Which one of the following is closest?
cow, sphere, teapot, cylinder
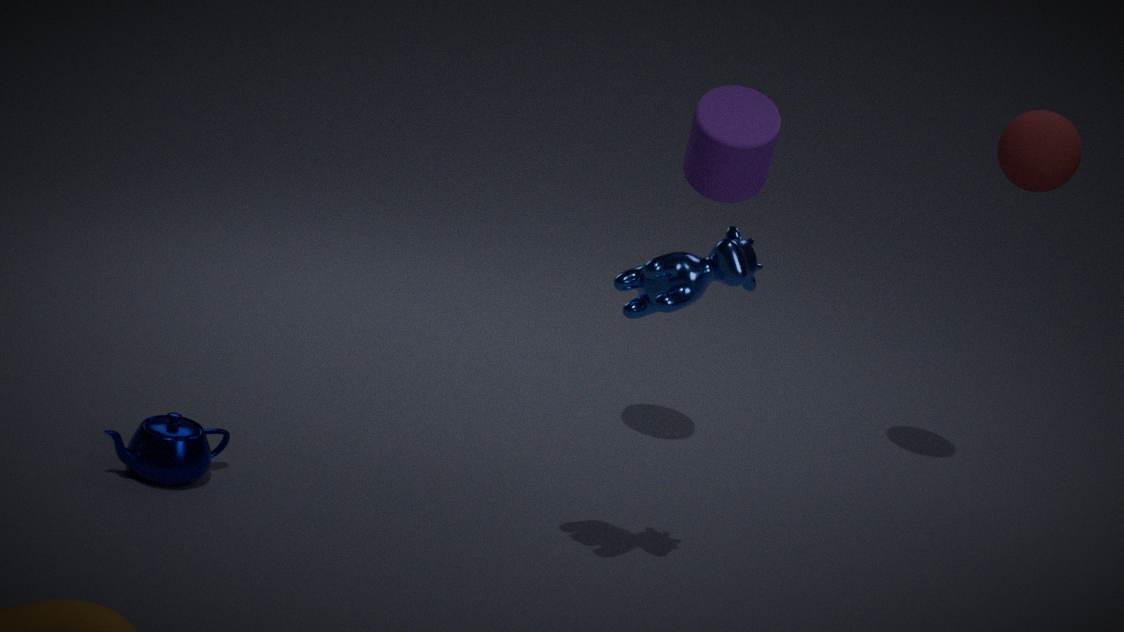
cow
